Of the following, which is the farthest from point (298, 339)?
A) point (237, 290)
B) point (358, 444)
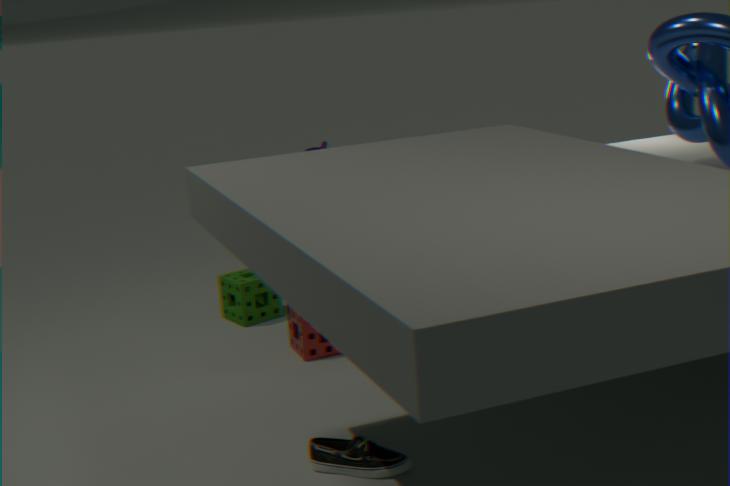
point (358, 444)
